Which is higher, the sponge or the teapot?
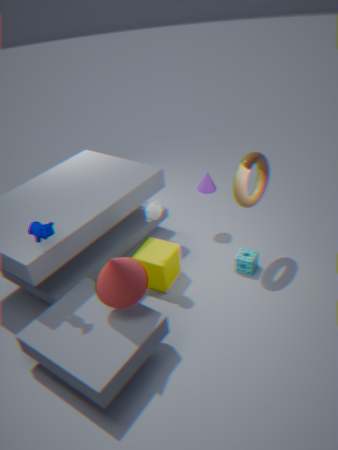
the teapot
